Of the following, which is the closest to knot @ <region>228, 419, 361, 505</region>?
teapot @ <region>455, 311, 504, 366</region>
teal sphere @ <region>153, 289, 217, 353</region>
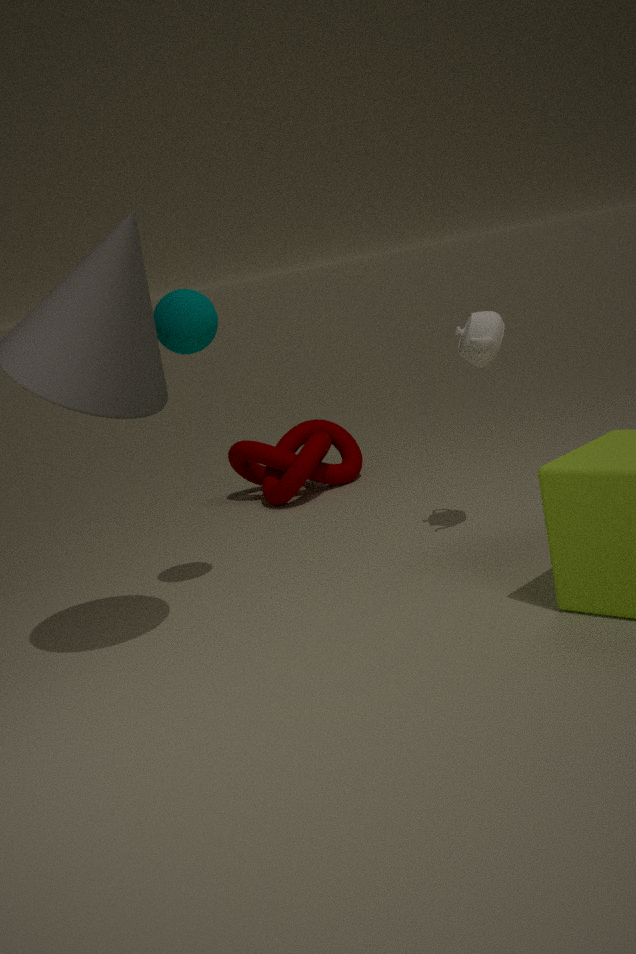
teapot @ <region>455, 311, 504, 366</region>
